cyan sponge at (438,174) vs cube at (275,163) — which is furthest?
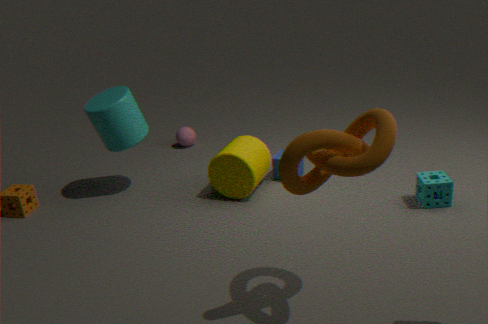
cube at (275,163)
